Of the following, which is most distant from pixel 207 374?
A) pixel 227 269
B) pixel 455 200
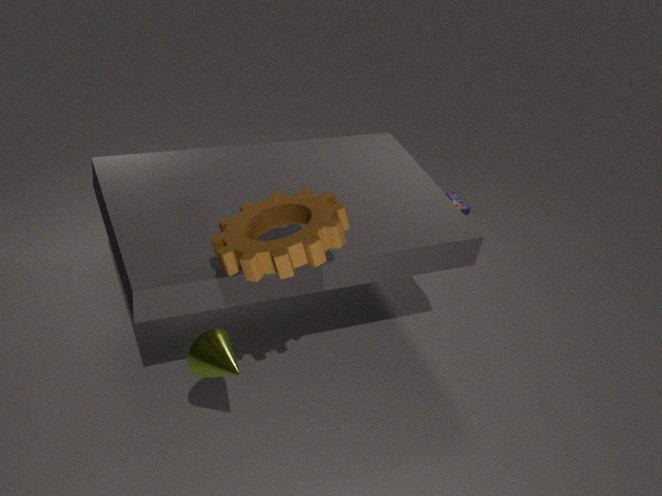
pixel 455 200
